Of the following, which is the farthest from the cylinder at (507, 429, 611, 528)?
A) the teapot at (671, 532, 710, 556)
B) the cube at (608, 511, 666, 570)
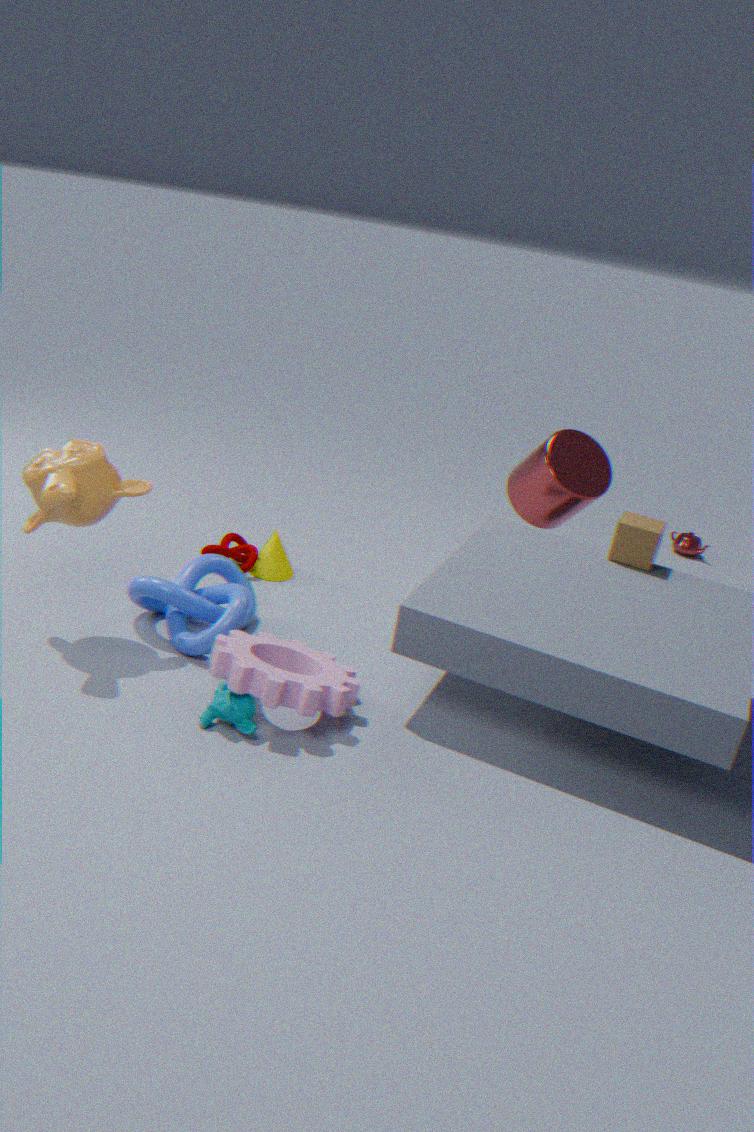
the teapot at (671, 532, 710, 556)
